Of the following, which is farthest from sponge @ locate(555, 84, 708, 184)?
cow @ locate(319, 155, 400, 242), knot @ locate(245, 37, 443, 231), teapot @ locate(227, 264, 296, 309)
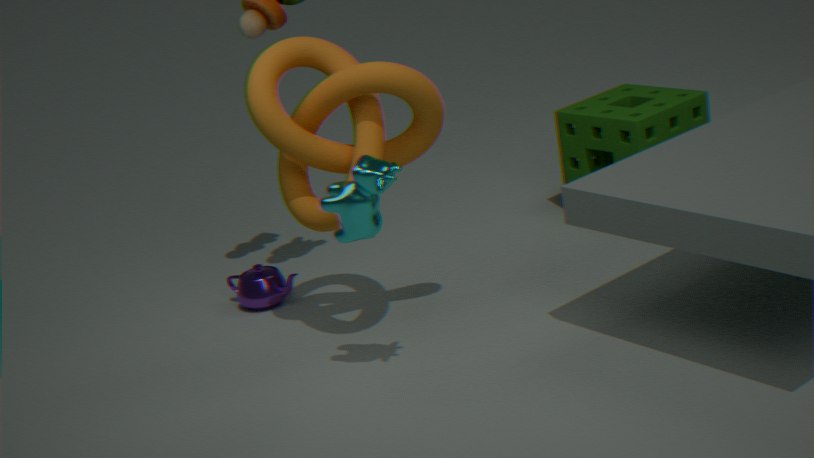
cow @ locate(319, 155, 400, 242)
